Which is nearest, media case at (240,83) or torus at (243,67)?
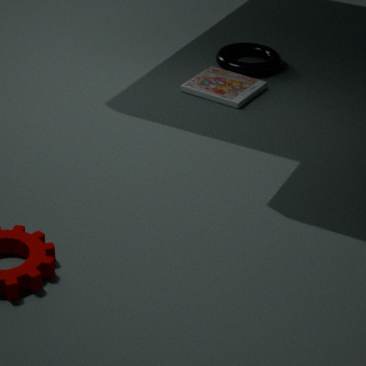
media case at (240,83)
